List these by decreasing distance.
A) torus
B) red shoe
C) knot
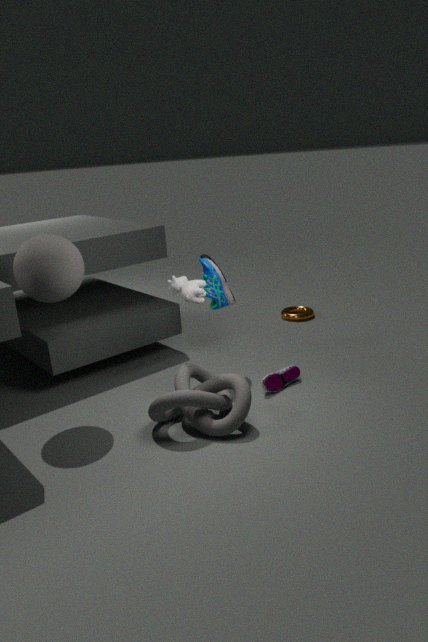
1. torus
2. red shoe
3. knot
